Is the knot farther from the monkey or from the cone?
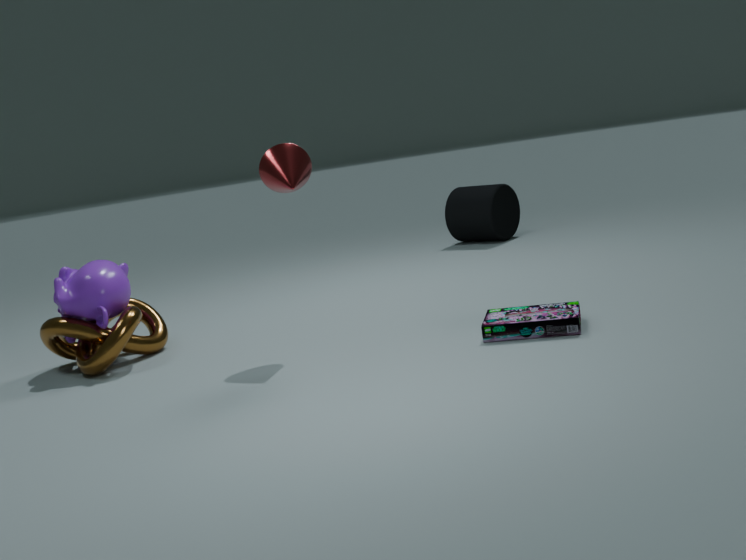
the cone
